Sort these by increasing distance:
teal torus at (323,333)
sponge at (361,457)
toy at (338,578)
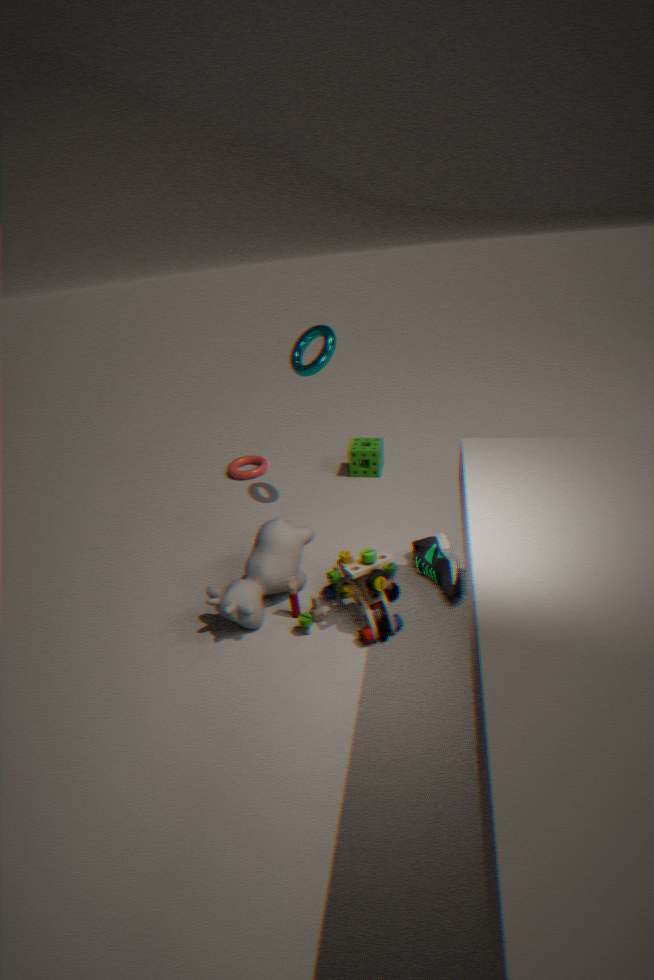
1. toy at (338,578)
2. teal torus at (323,333)
3. sponge at (361,457)
